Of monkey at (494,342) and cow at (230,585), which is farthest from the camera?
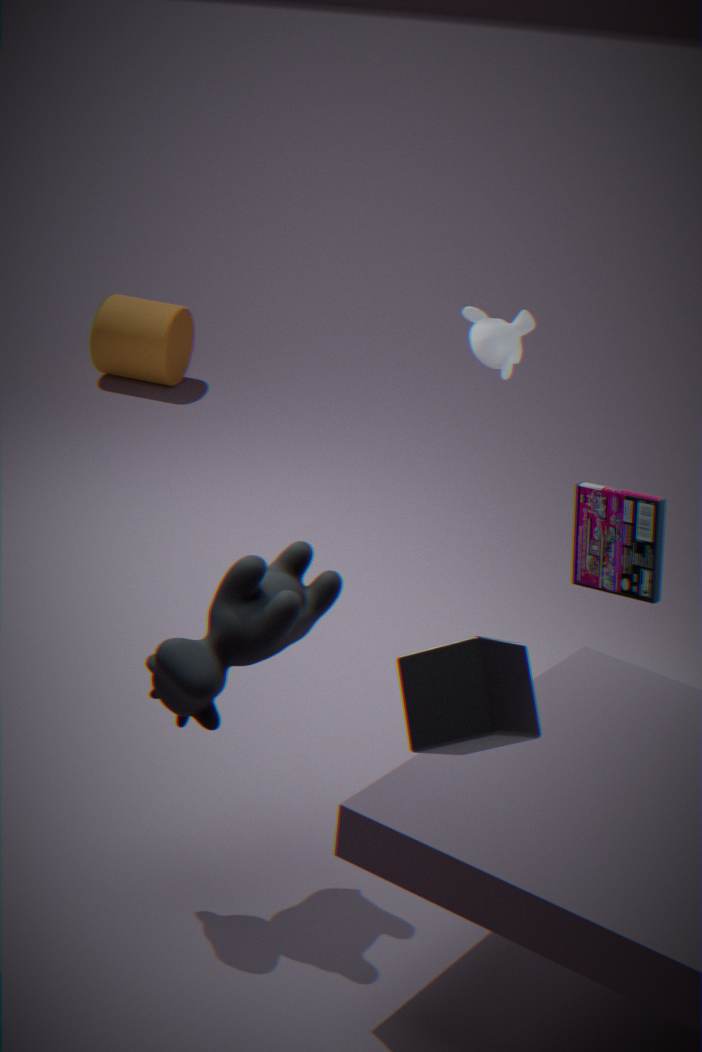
monkey at (494,342)
